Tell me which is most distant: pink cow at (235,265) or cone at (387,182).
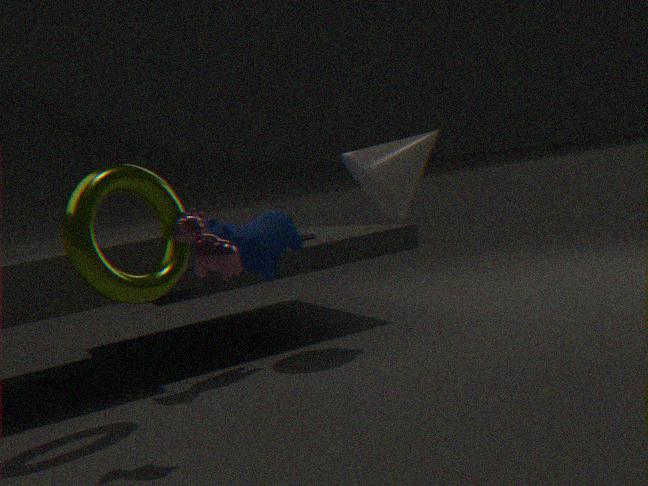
cone at (387,182)
